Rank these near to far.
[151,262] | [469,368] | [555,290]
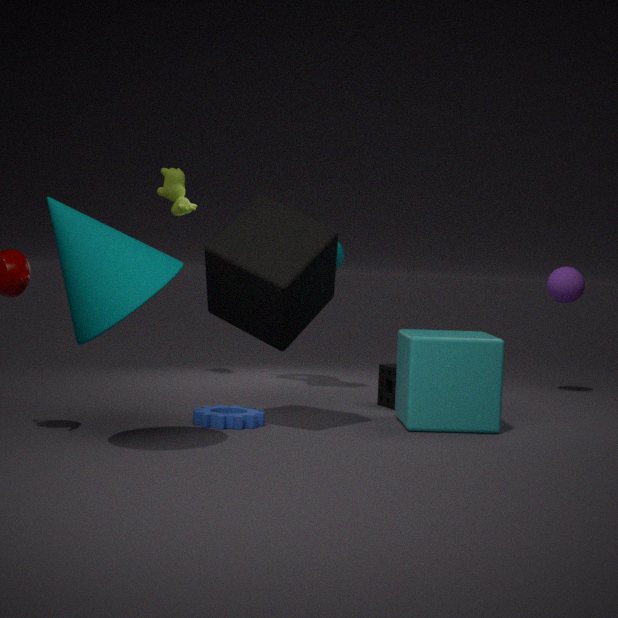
[151,262]
[469,368]
[555,290]
